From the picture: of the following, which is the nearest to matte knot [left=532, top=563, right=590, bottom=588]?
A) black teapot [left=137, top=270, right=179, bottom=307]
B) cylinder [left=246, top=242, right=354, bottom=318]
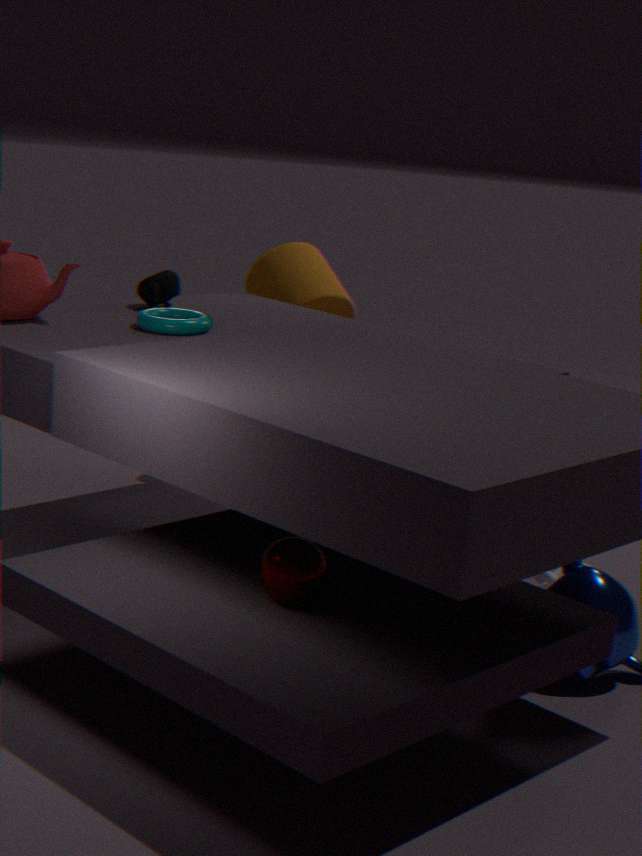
cylinder [left=246, top=242, right=354, bottom=318]
